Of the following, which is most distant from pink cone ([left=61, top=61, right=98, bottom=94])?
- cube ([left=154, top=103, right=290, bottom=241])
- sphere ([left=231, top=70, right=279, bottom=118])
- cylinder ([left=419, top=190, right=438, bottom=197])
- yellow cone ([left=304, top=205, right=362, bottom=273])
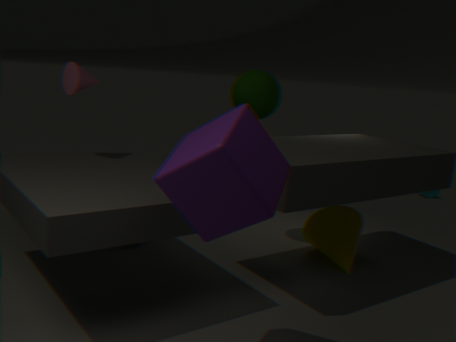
cylinder ([left=419, top=190, right=438, bottom=197])
